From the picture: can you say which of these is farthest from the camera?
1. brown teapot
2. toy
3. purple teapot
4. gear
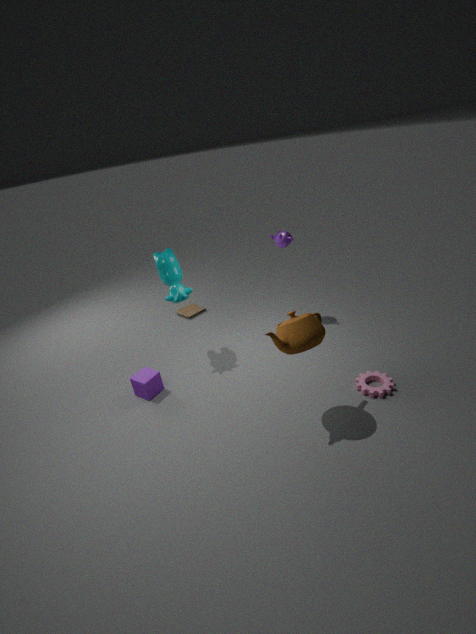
toy
